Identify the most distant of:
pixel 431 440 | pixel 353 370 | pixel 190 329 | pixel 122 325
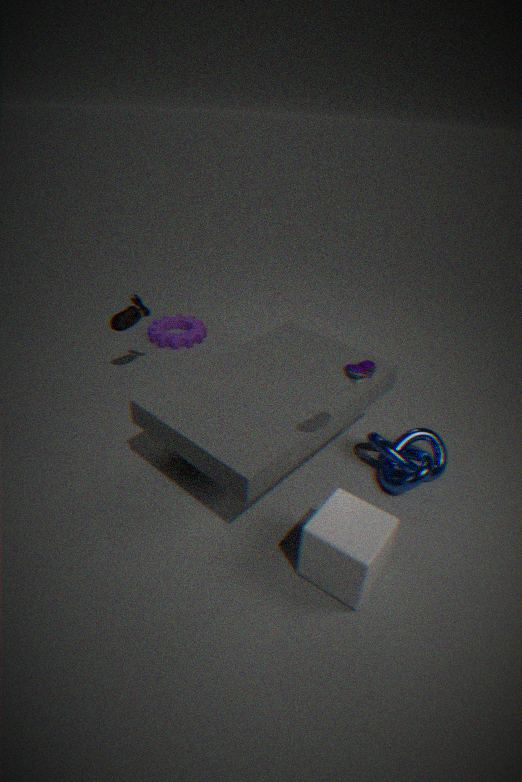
pixel 190 329
